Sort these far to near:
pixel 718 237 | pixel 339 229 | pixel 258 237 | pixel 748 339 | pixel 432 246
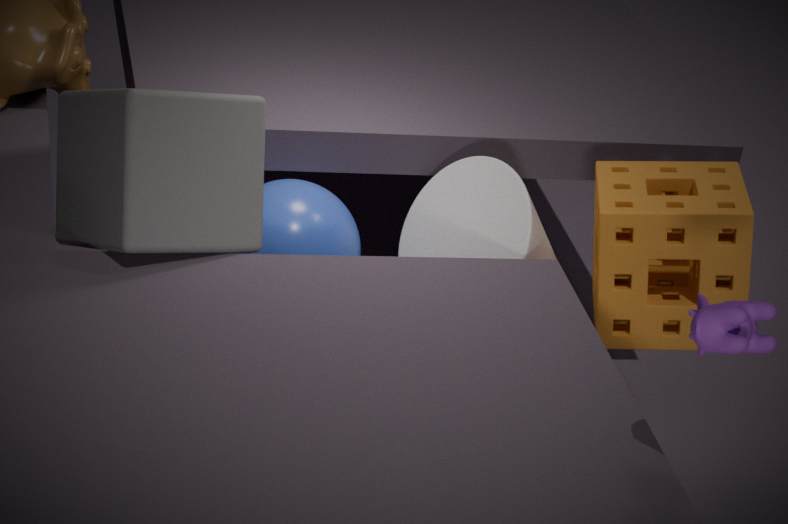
pixel 432 246
pixel 339 229
pixel 718 237
pixel 258 237
pixel 748 339
